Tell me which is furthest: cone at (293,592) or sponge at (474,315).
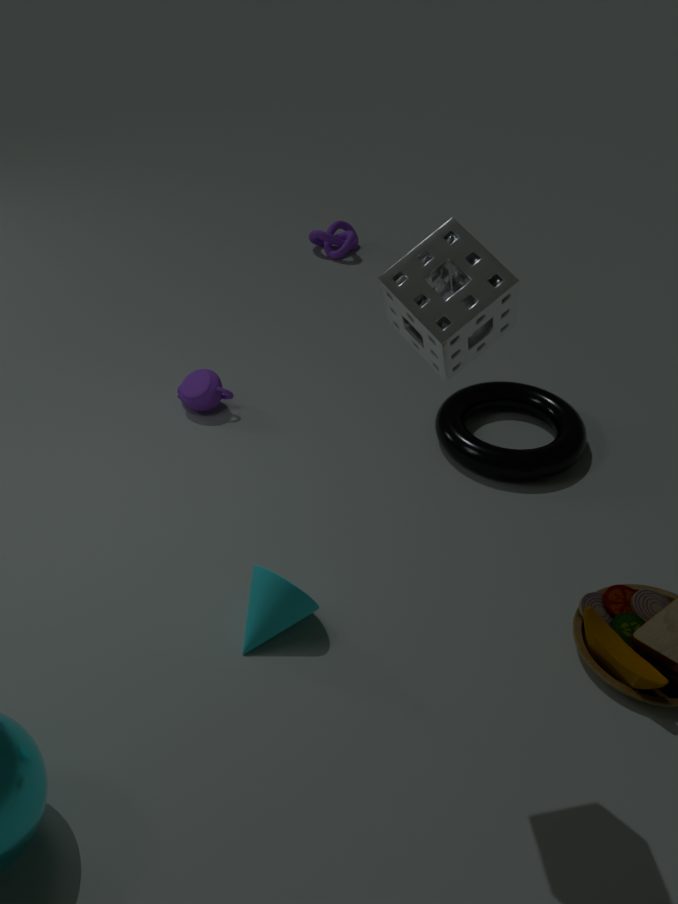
cone at (293,592)
